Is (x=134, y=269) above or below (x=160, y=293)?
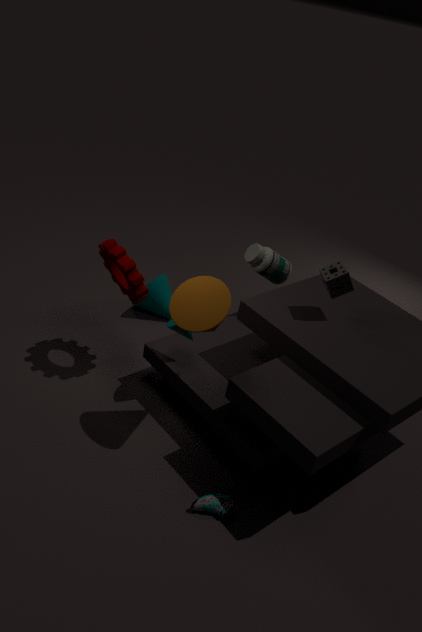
above
